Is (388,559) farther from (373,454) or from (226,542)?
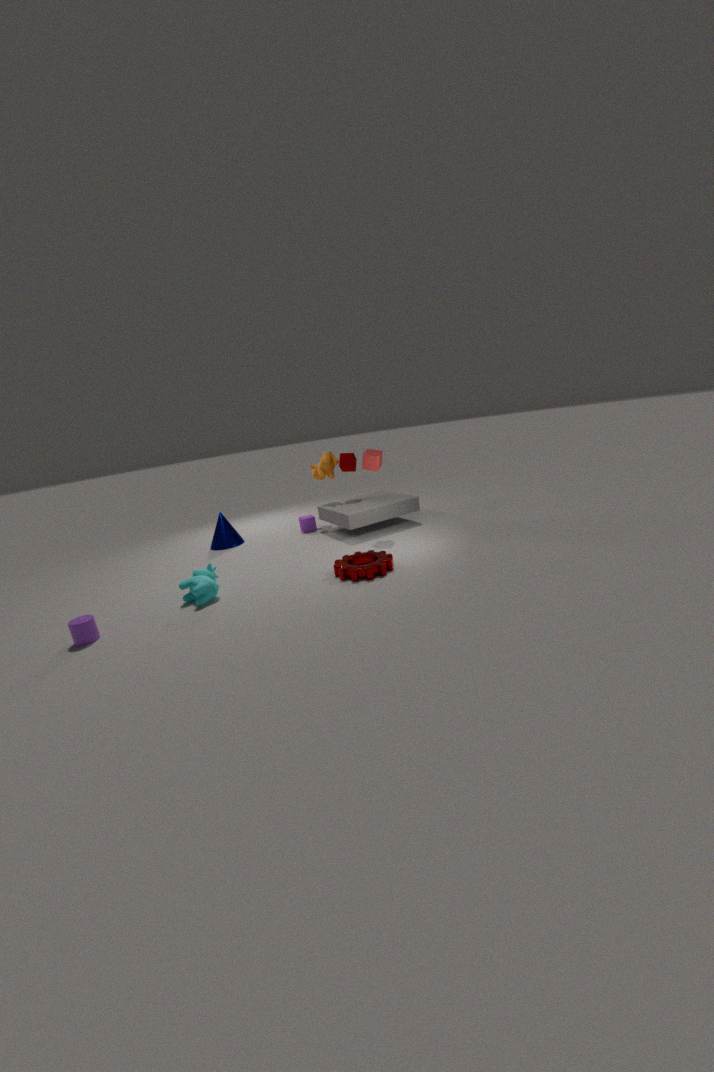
(226,542)
